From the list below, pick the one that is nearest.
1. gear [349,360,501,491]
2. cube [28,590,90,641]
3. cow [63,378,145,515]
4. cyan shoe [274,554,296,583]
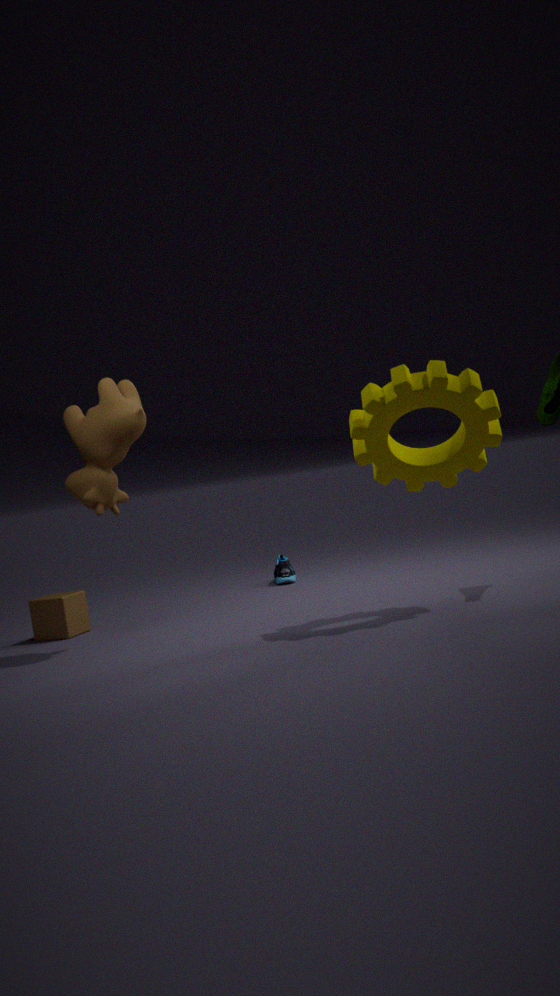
gear [349,360,501,491]
